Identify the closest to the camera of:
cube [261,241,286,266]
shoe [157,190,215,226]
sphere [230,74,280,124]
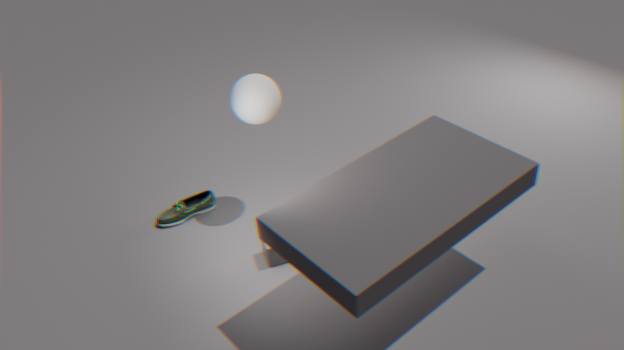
cube [261,241,286,266]
